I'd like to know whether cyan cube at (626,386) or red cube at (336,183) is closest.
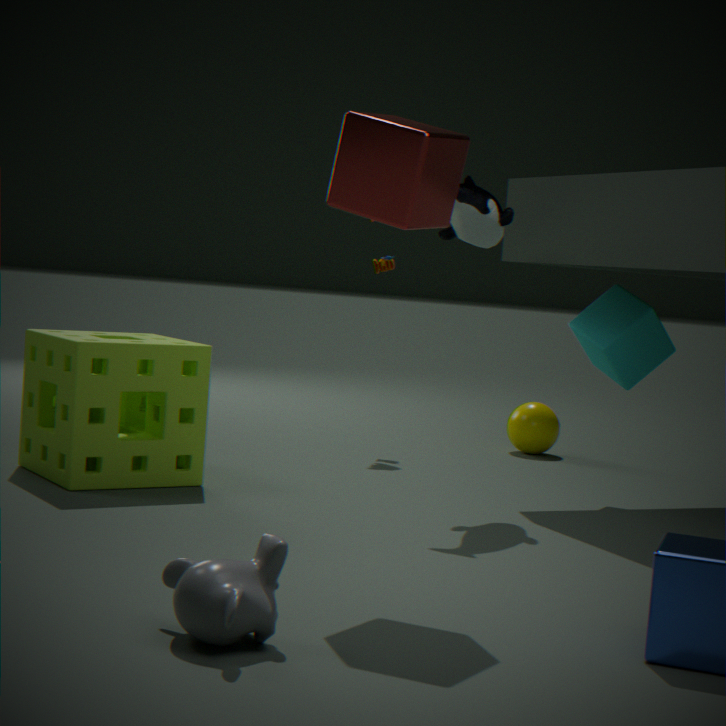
red cube at (336,183)
